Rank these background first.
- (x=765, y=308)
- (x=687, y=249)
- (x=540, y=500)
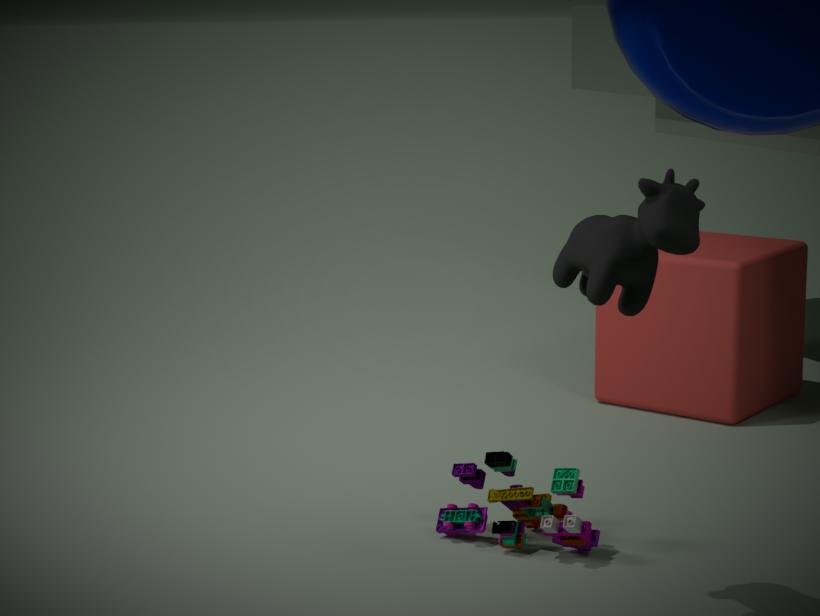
(x=765, y=308)
(x=540, y=500)
(x=687, y=249)
